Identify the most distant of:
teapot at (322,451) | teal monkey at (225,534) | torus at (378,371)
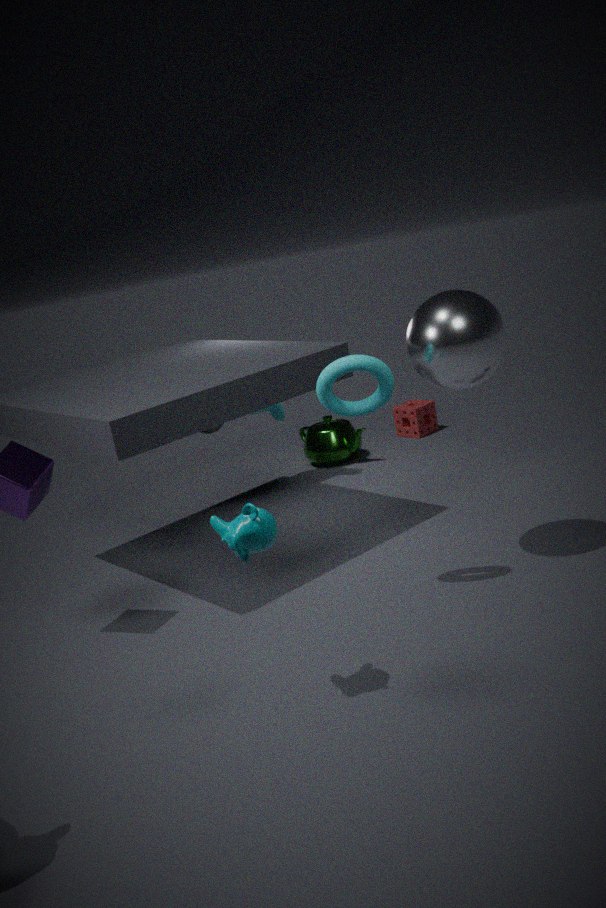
teapot at (322,451)
